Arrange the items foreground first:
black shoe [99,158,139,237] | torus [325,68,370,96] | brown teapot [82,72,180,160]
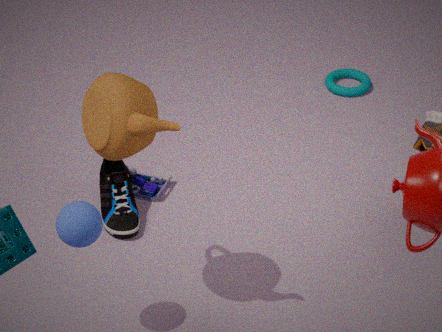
1. brown teapot [82,72,180,160]
2. black shoe [99,158,139,237]
3. torus [325,68,370,96]
